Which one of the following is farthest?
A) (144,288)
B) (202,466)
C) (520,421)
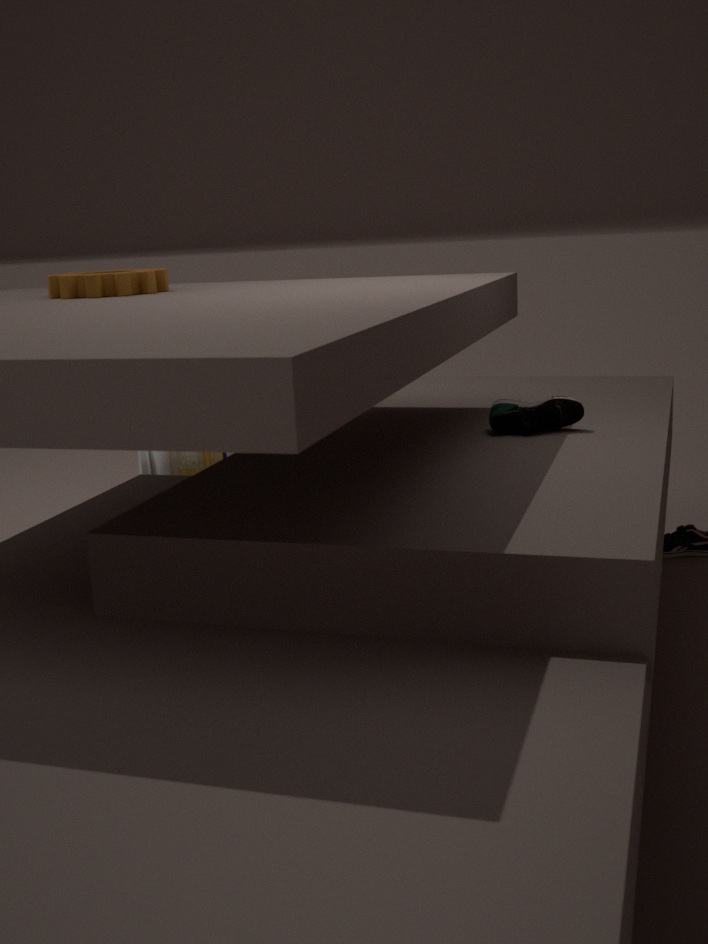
(202,466)
